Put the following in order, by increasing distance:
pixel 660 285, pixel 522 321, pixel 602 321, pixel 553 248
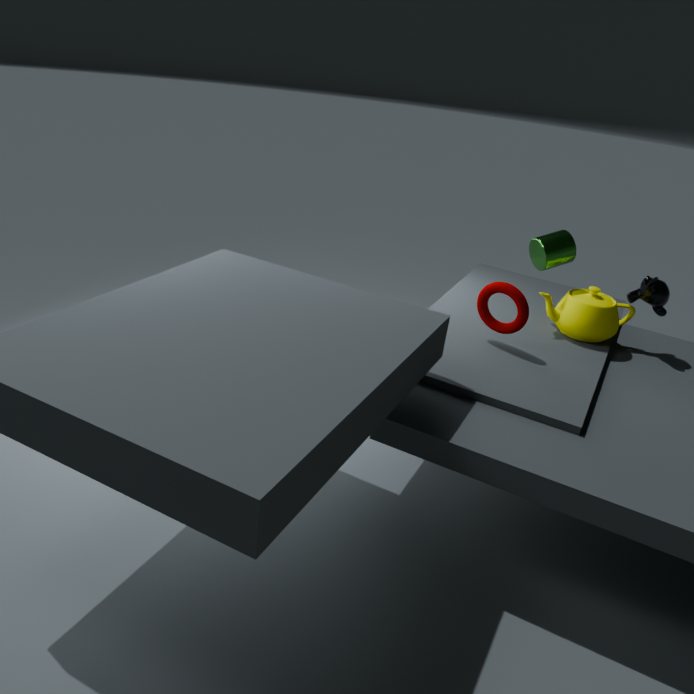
pixel 522 321 → pixel 660 285 → pixel 602 321 → pixel 553 248
